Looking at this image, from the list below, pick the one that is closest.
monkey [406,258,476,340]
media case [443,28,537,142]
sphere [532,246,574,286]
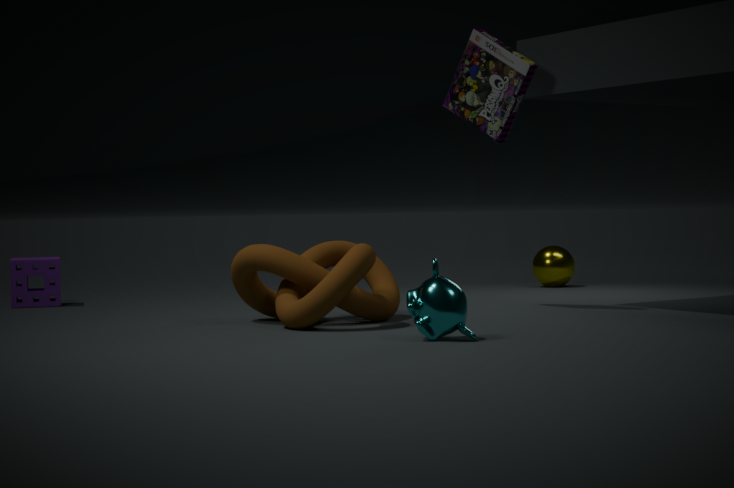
monkey [406,258,476,340]
